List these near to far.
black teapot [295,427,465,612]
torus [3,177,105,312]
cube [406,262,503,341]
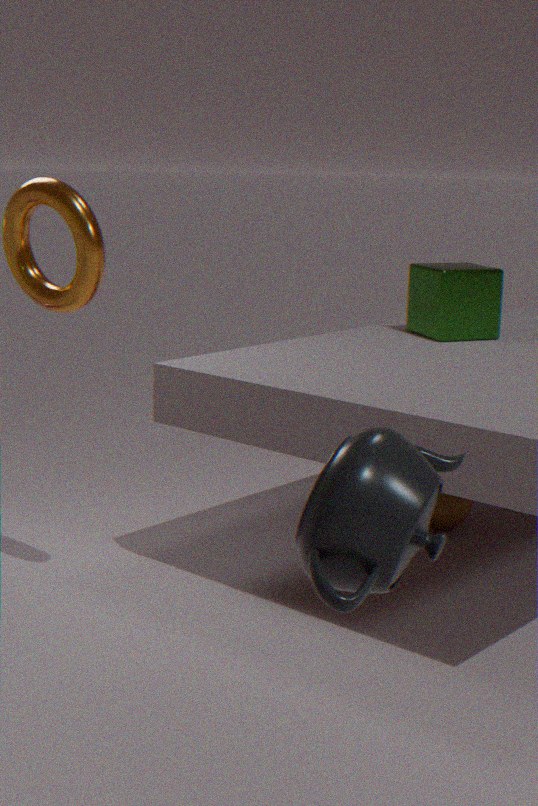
black teapot [295,427,465,612] → torus [3,177,105,312] → cube [406,262,503,341]
